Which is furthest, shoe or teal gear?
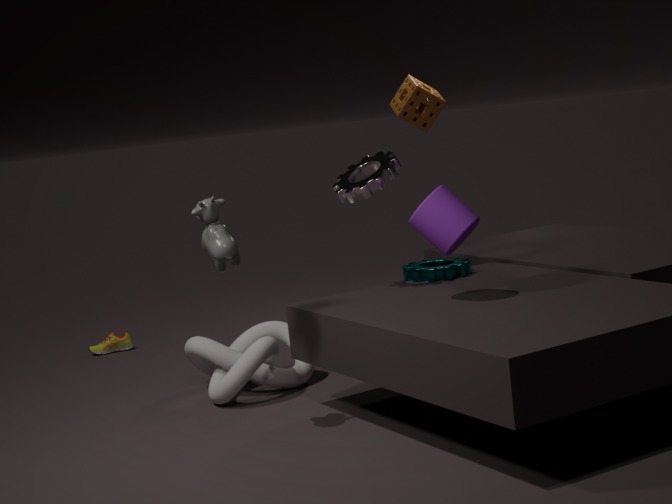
shoe
